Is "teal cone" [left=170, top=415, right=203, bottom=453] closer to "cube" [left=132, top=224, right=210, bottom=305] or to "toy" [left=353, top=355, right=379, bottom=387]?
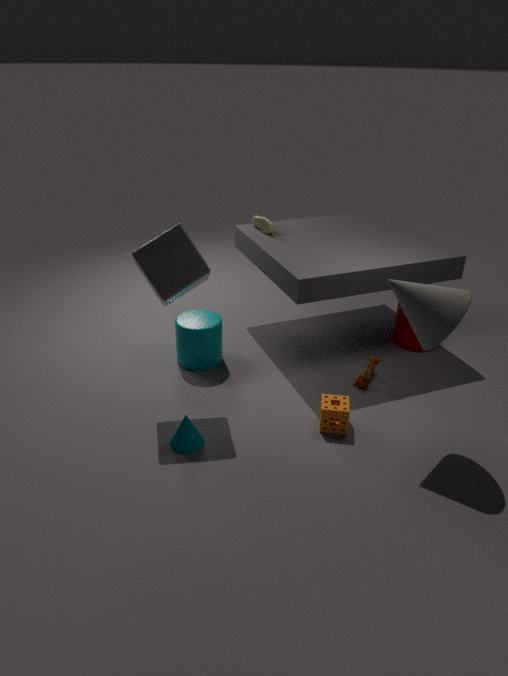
"cube" [left=132, top=224, right=210, bottom=305]
